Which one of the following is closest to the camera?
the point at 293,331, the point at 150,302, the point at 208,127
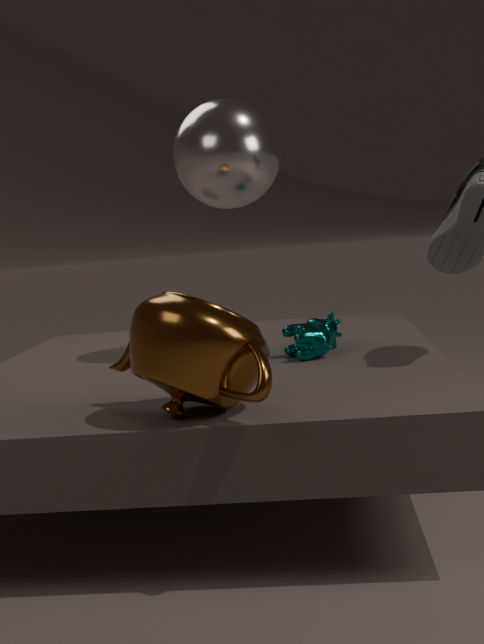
the point at 150,302
